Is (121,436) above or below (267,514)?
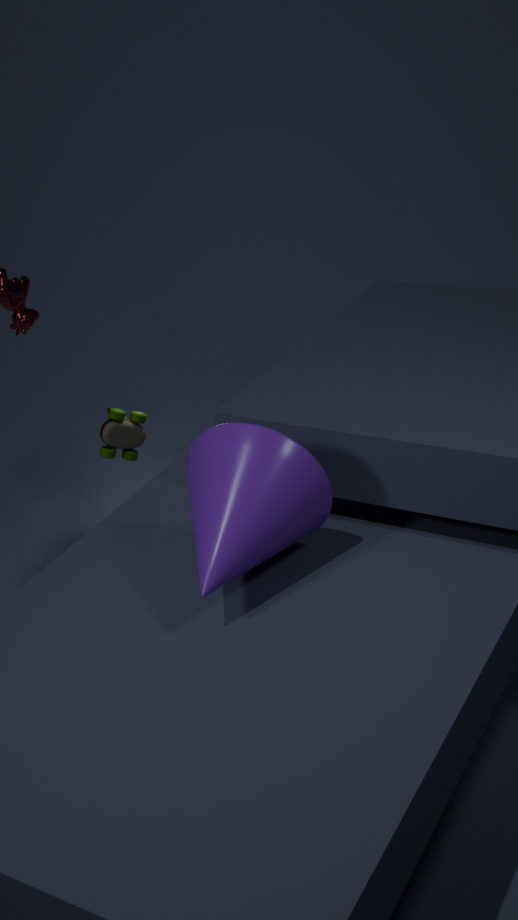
below
